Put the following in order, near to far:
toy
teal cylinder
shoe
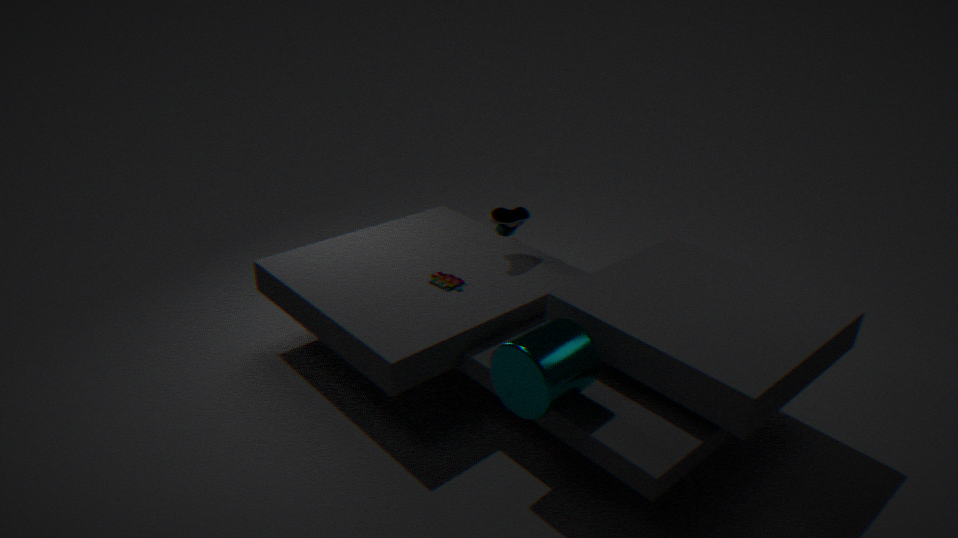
teal cylinder → toy → shoe
